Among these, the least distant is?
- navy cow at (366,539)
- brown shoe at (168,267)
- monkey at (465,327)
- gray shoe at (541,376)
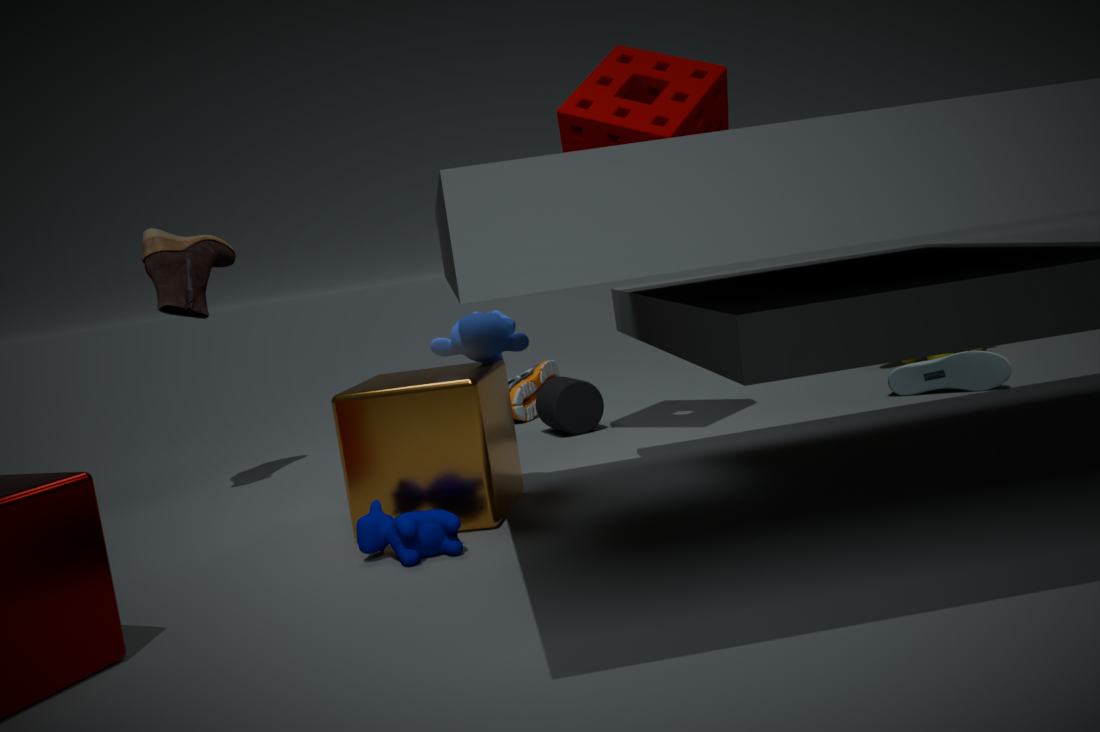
navy cow at (366,539)
